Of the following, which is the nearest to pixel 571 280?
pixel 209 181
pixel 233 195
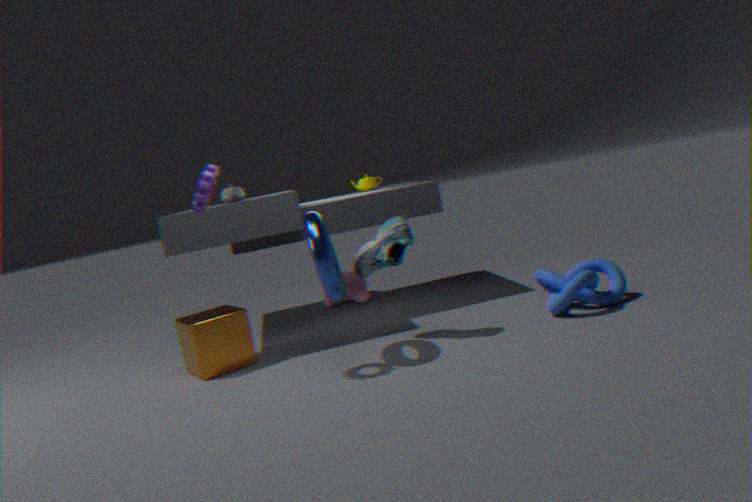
pixel 209 181
